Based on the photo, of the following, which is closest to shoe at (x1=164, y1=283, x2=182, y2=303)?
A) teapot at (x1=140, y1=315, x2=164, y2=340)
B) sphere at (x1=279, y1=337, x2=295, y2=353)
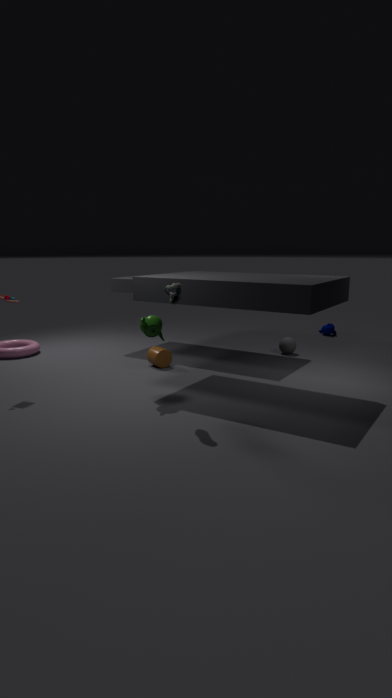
teapot at (x1=140, y1=315, x2=164, y2=340)
